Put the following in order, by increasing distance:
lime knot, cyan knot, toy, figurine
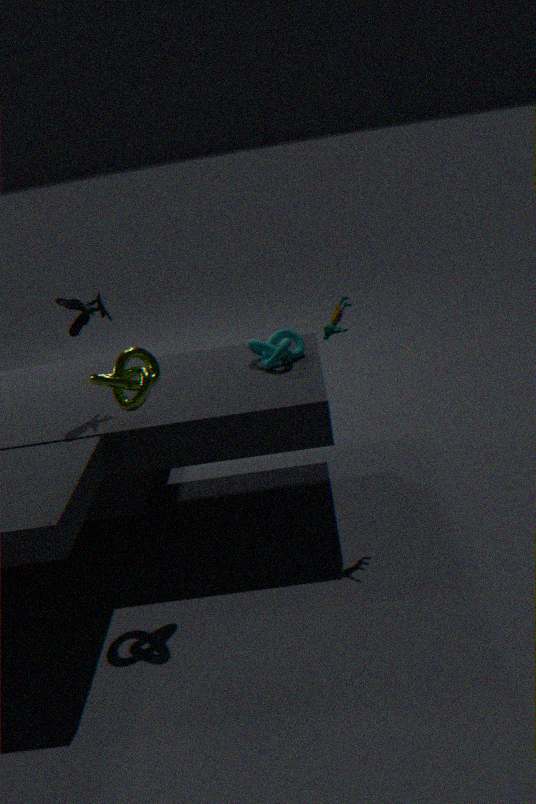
lime knot
figurine
toy
cyan knot
